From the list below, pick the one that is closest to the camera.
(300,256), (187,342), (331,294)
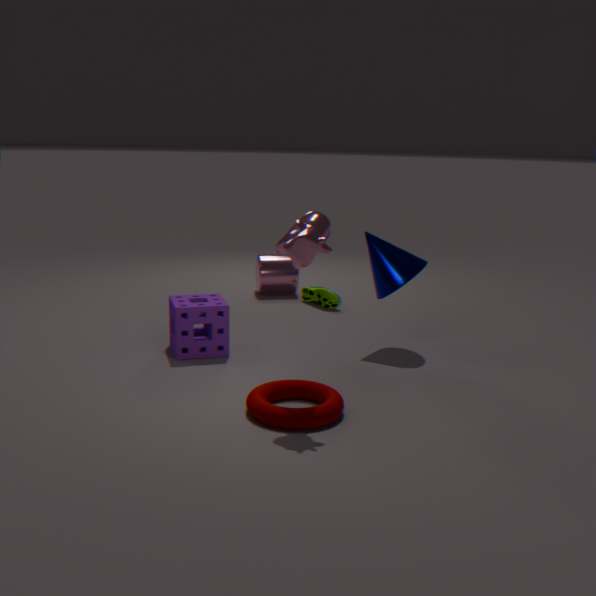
(300,256)
